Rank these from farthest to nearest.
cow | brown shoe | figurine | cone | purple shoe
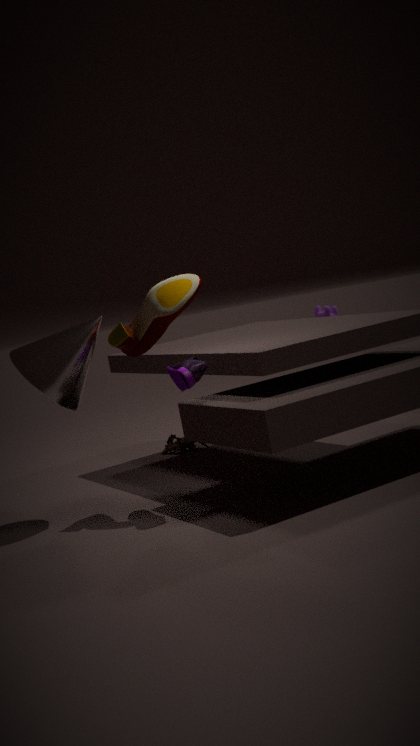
cow
figurine
cone
brown shoe
purple shoe
